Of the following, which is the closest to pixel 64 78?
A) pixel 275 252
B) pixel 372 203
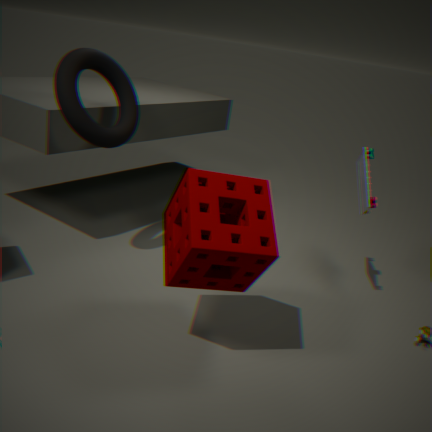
pixel 275 252
